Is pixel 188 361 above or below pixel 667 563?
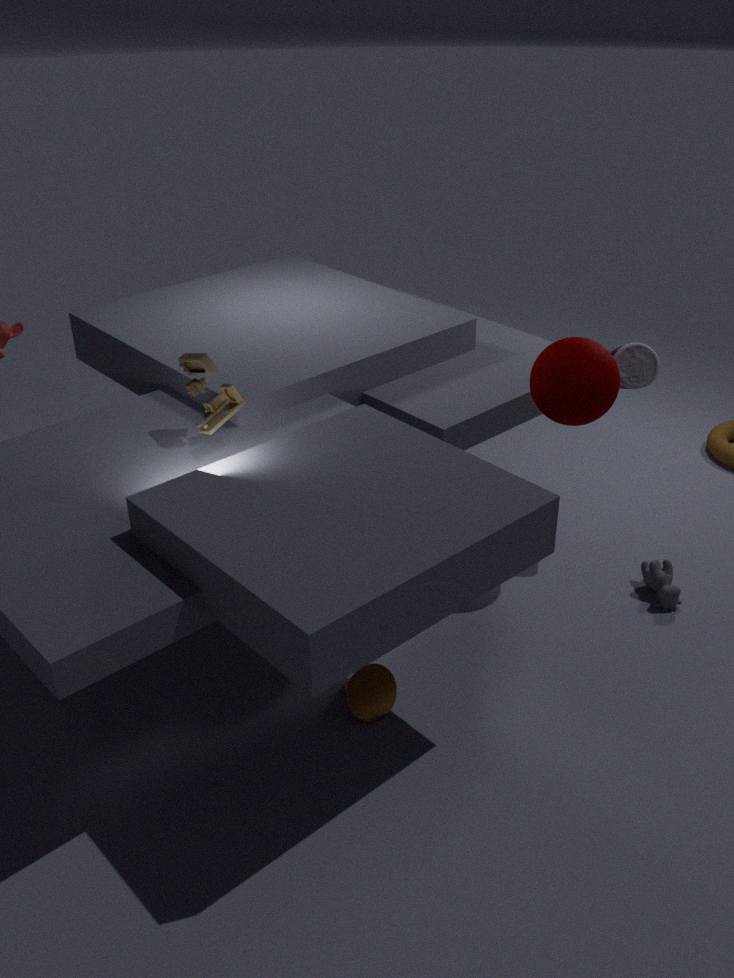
above
